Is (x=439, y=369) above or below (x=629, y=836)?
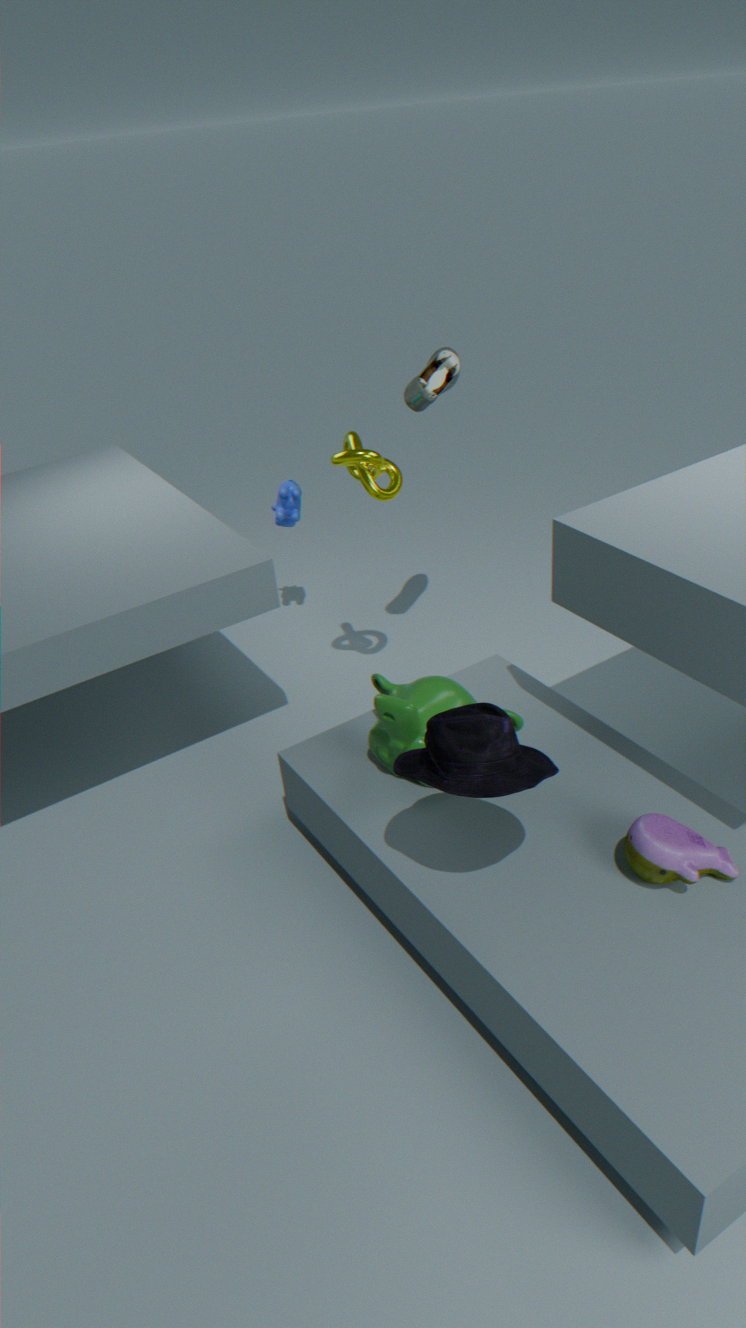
above
